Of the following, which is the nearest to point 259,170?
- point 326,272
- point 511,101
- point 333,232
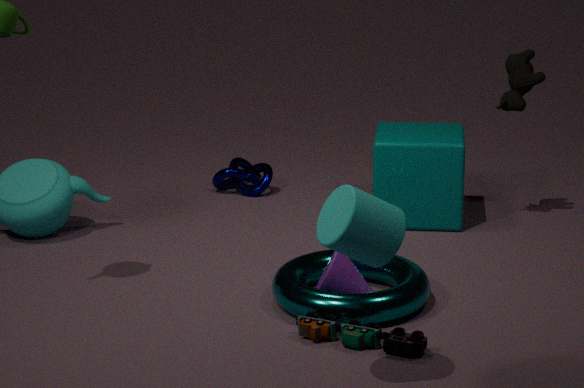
point 511,101
